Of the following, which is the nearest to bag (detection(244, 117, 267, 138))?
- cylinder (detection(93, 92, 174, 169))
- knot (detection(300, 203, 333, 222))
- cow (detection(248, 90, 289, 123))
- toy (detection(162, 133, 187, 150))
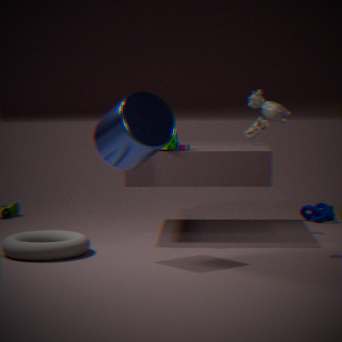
toy (detection(162, 133, 187, 150))
